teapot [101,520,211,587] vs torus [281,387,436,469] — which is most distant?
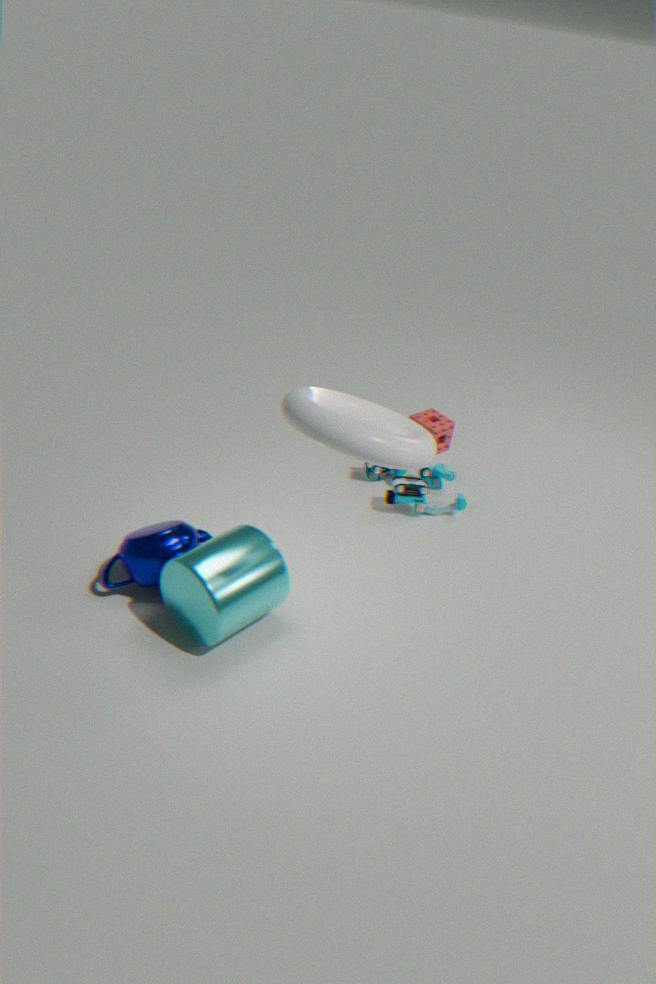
teapot [101,520,211,587]
